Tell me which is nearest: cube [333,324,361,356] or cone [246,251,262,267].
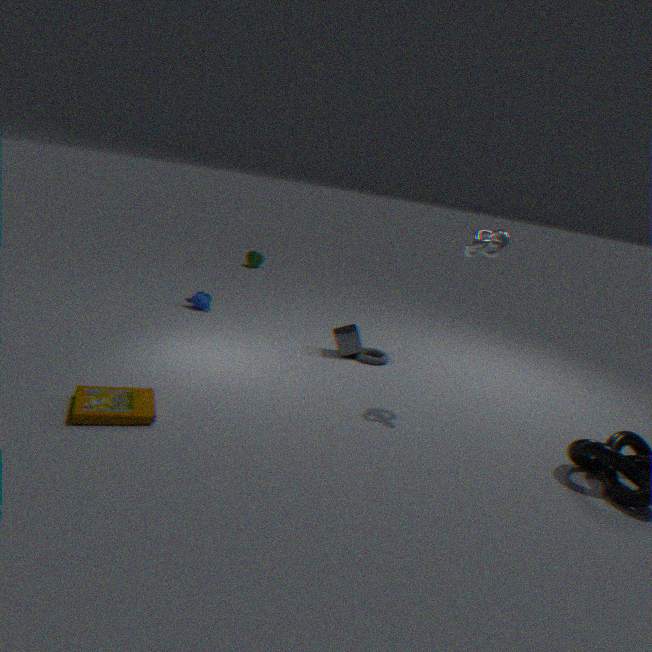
cube [333,324,361,356]
